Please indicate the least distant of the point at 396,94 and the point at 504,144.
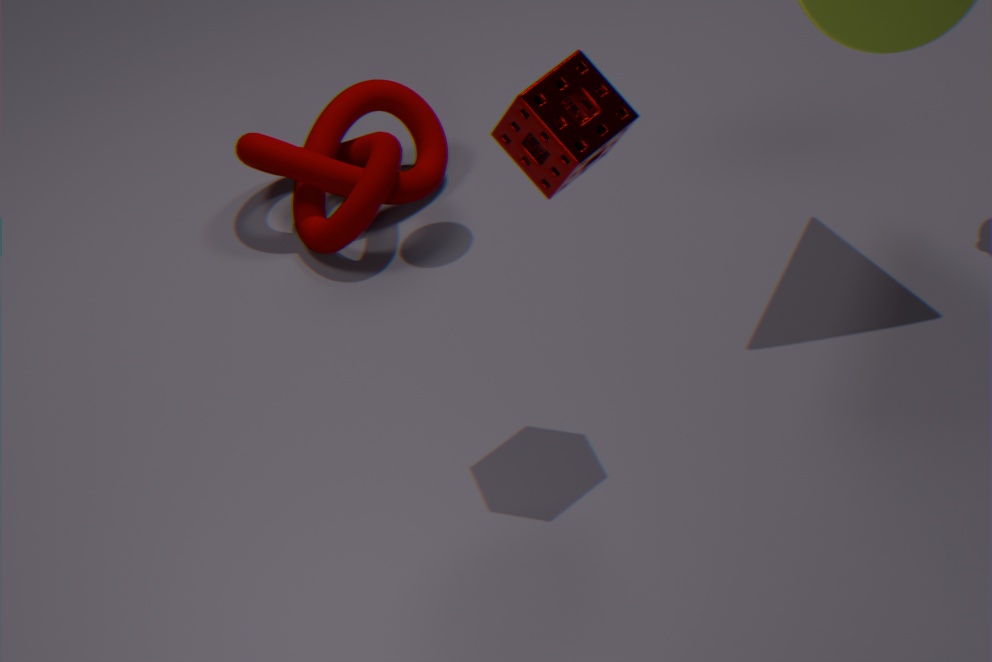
the point at 504,144
